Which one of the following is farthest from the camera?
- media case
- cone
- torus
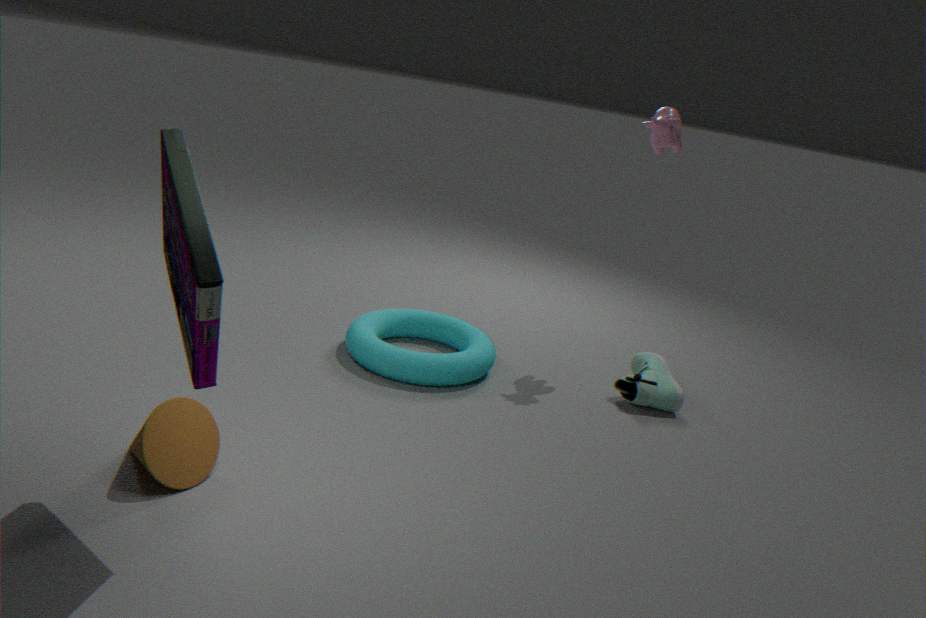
torus
